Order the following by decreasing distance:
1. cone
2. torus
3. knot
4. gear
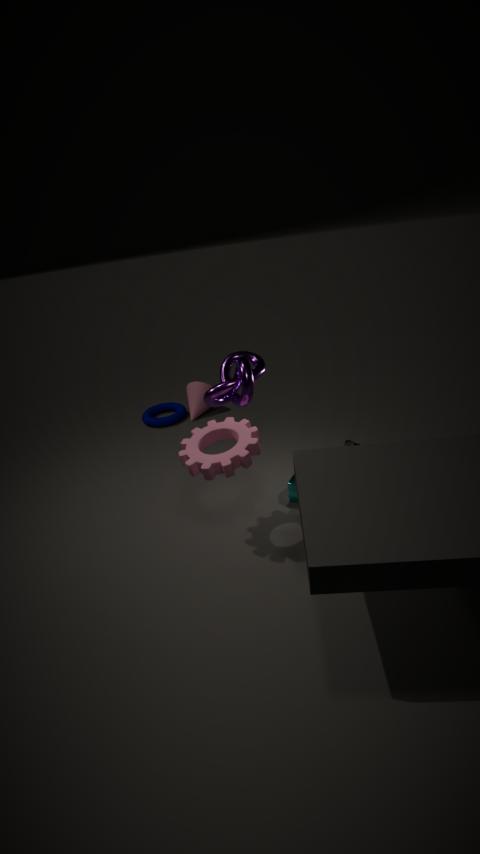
cone
torus
knot
gear
